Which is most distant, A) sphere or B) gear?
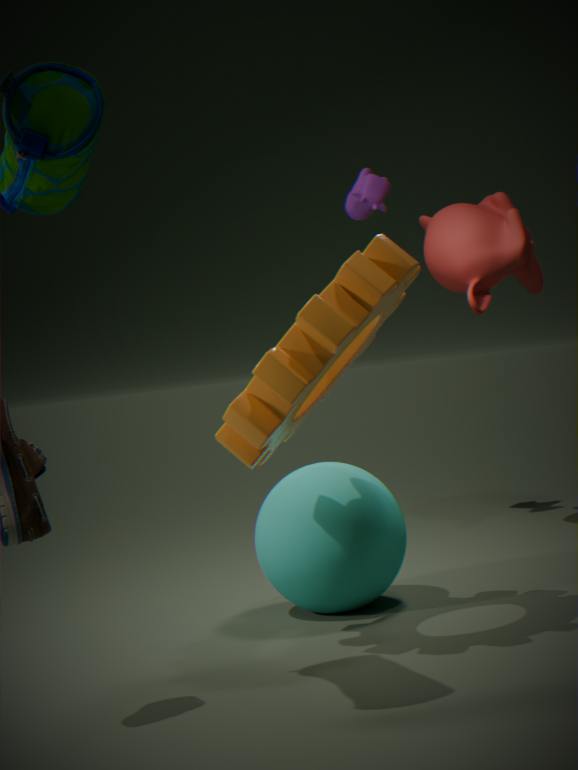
A. sphere
